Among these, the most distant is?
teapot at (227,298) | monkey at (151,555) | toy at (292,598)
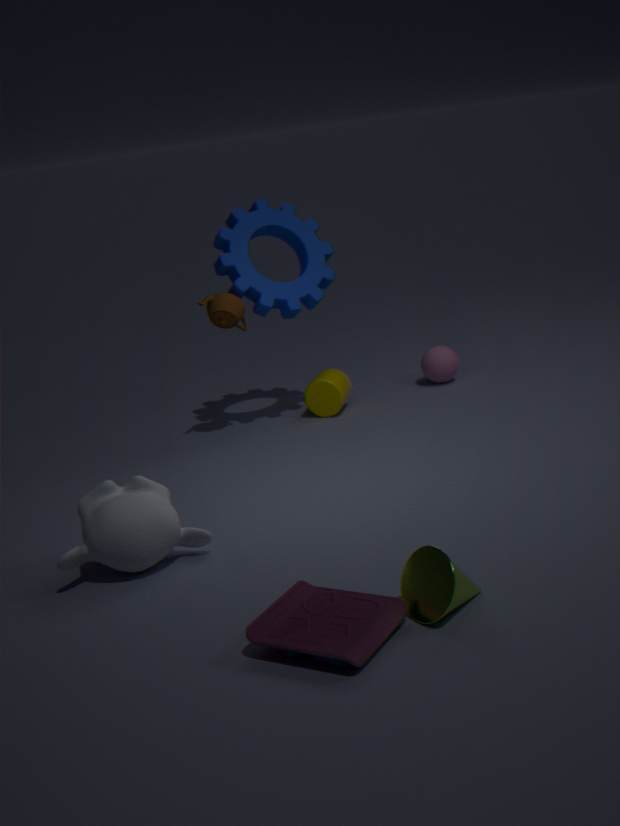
teapot at (227,298)
